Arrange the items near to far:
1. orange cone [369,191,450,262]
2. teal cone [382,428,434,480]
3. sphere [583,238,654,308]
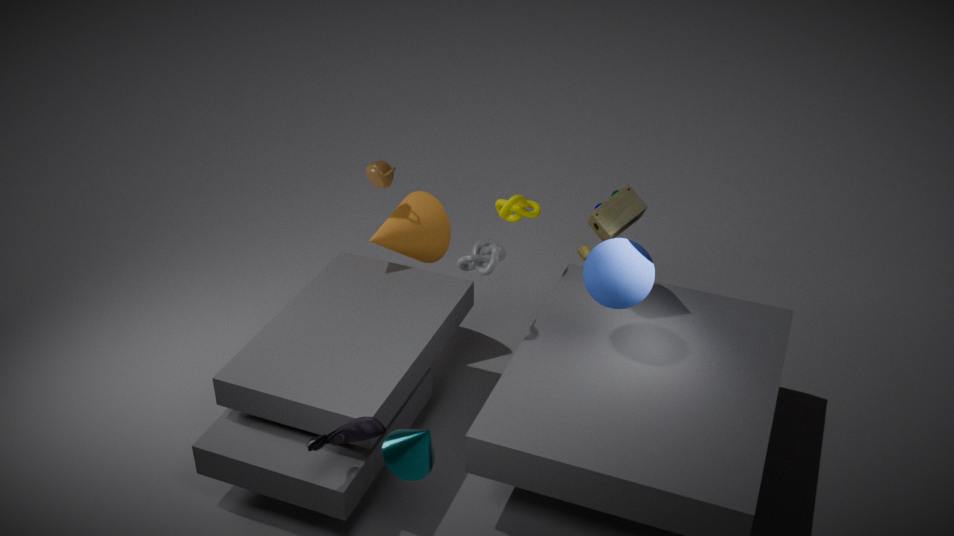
teal cone [382,428,434,480] < sphere [583,238,654,308] < orange cone [369,191,450,262]
